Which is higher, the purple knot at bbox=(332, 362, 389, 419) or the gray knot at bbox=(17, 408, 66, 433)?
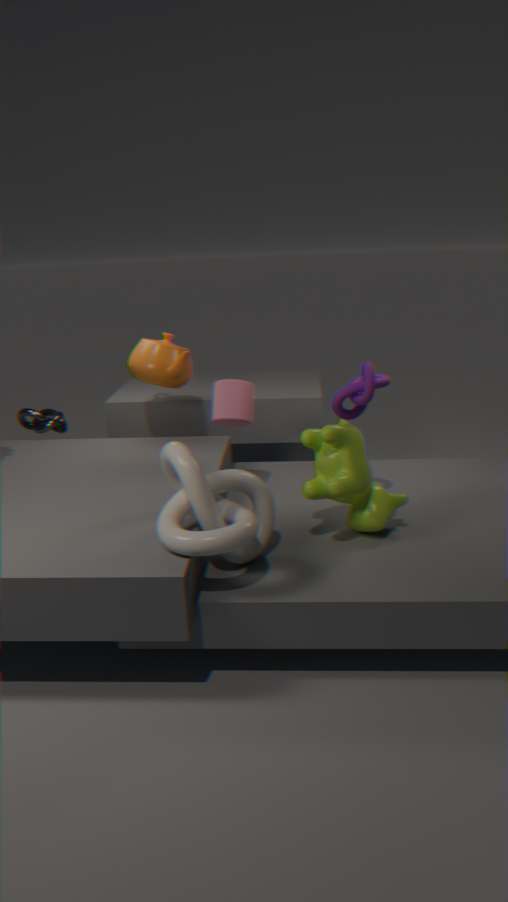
the purple knot at bbox=(332, 362, 389, 419)
